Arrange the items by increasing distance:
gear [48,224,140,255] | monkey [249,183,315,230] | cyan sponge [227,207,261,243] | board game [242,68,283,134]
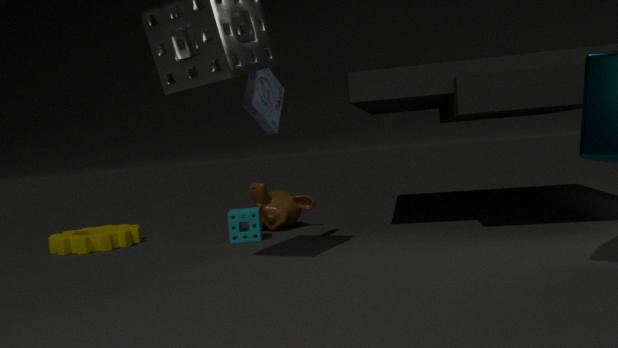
1. board game [242,68,283,134]
2. cyan sponge [227,207,261,243]
3. gear [48,224,140,255]
4. monkey [249,183,315,230]
